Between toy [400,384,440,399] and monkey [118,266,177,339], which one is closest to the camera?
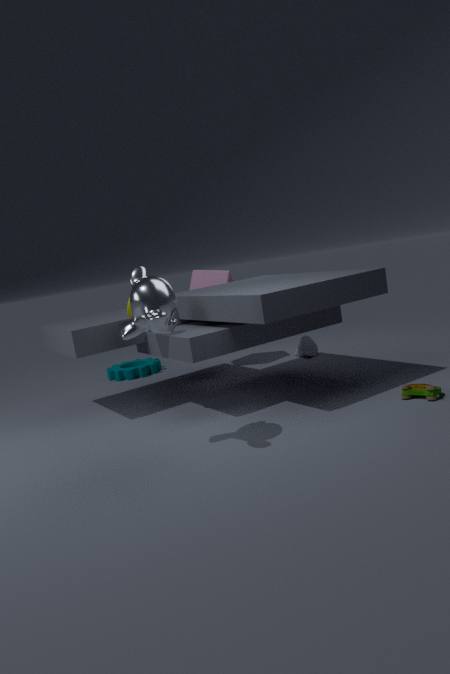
monkey [118,266,177,339]
